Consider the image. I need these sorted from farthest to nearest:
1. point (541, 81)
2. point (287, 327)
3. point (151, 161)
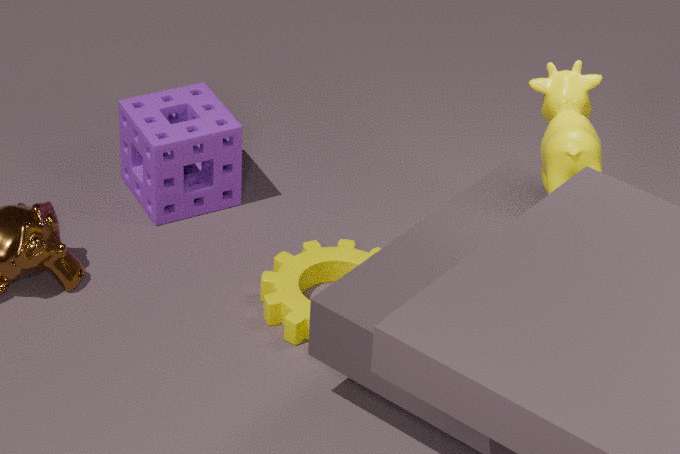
point (151, 161) < point (287, 327) < point (541, 81)
